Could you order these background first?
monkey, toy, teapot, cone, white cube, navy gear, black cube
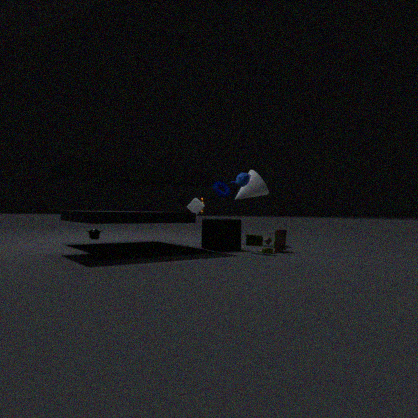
1. monkey
2. navy gear
3. white cube
4. cone
5. black cube
6. teapot
7. toy
